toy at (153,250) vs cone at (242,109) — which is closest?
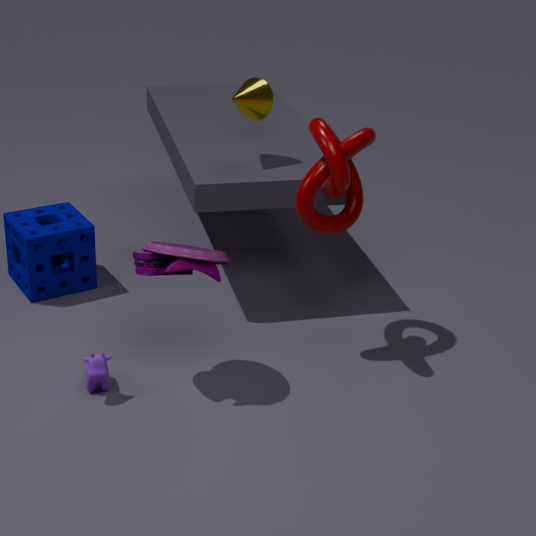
toy at (153,250)
